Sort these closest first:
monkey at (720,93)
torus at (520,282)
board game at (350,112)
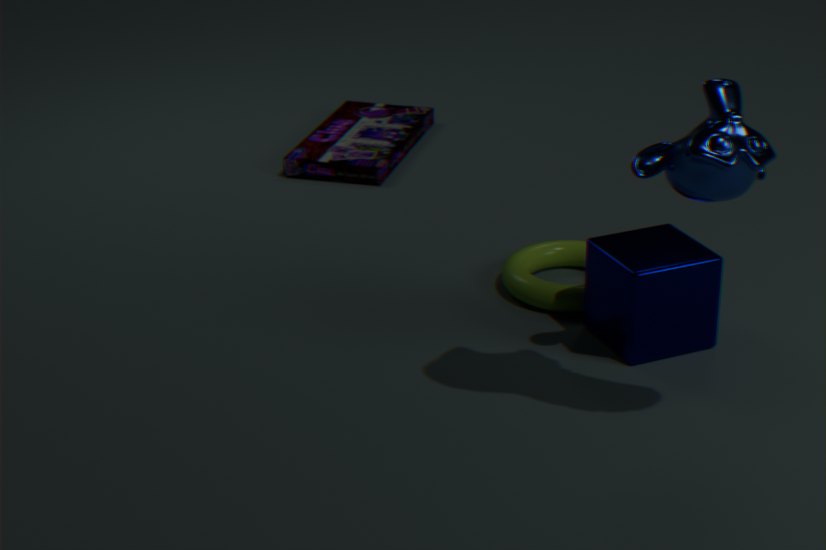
monkey at (720,93) → torus at (520,282) → board game at (350,112)
